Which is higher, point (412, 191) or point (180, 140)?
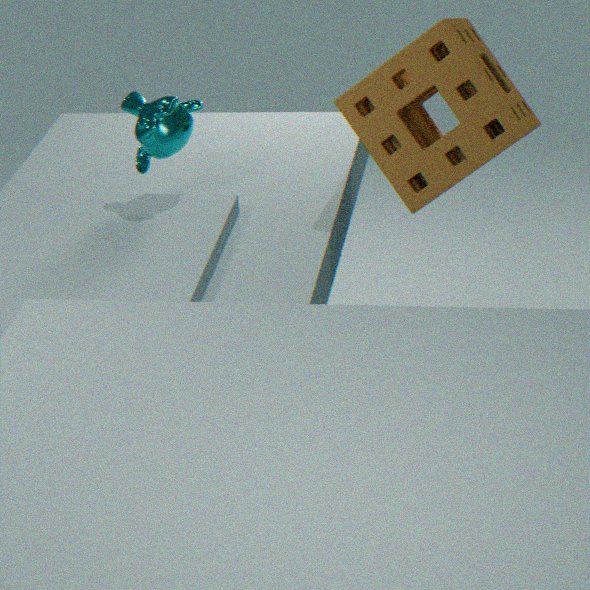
point (180, 140)
